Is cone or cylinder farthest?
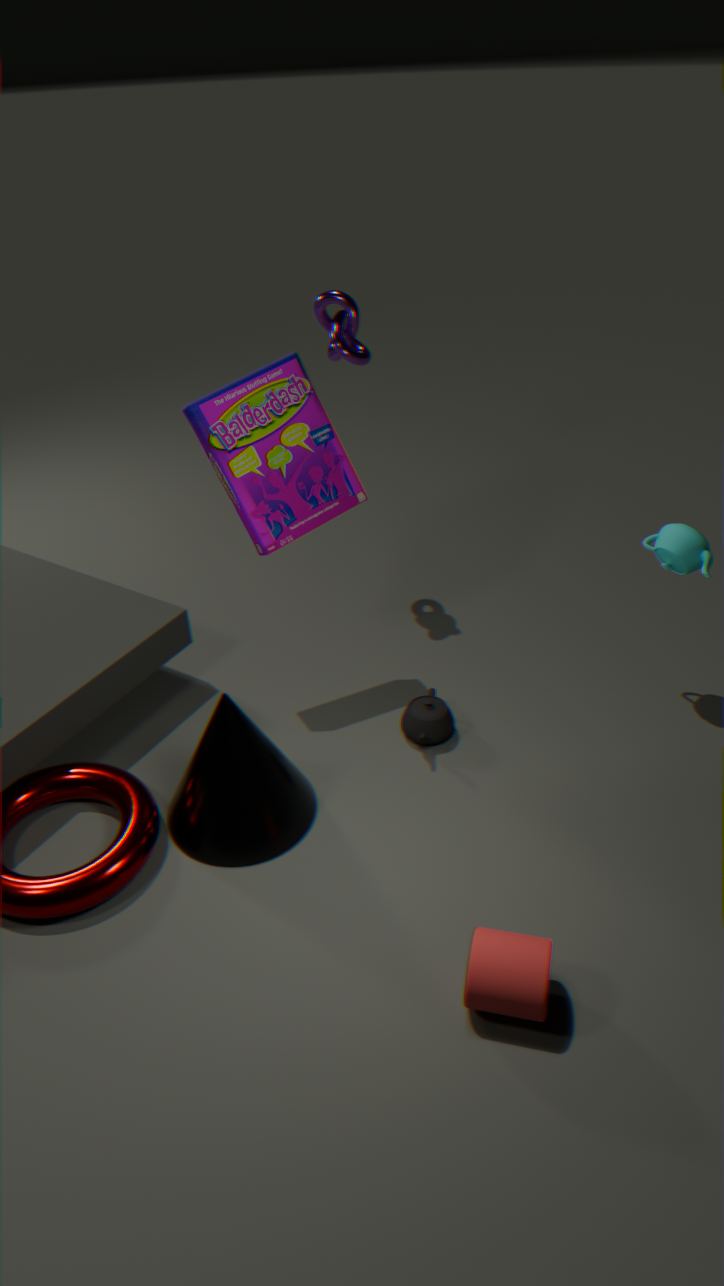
cone
